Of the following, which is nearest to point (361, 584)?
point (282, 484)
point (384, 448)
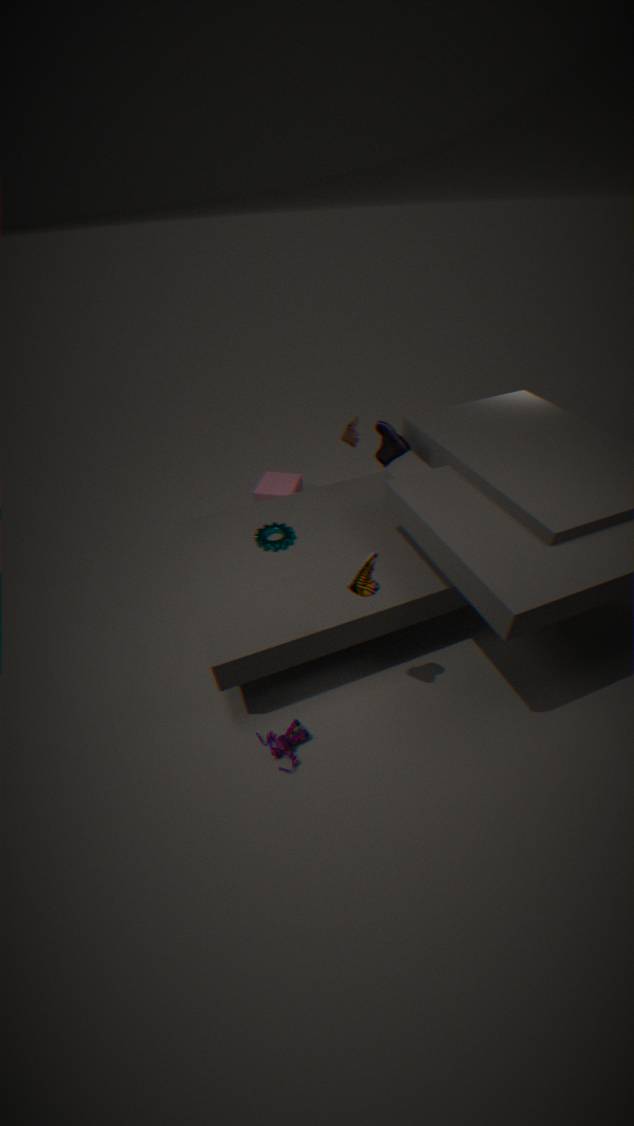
point (384, 448)
